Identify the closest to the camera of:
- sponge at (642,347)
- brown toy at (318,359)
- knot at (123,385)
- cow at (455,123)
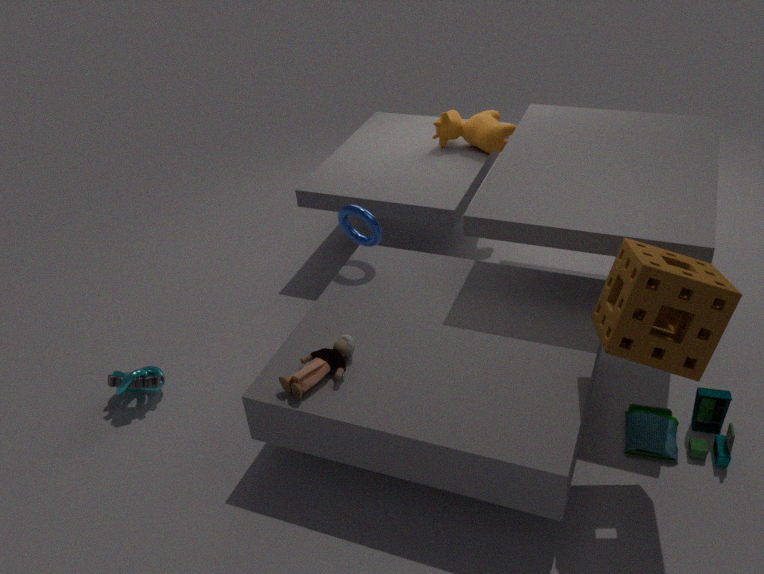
sponge at (642,347)
